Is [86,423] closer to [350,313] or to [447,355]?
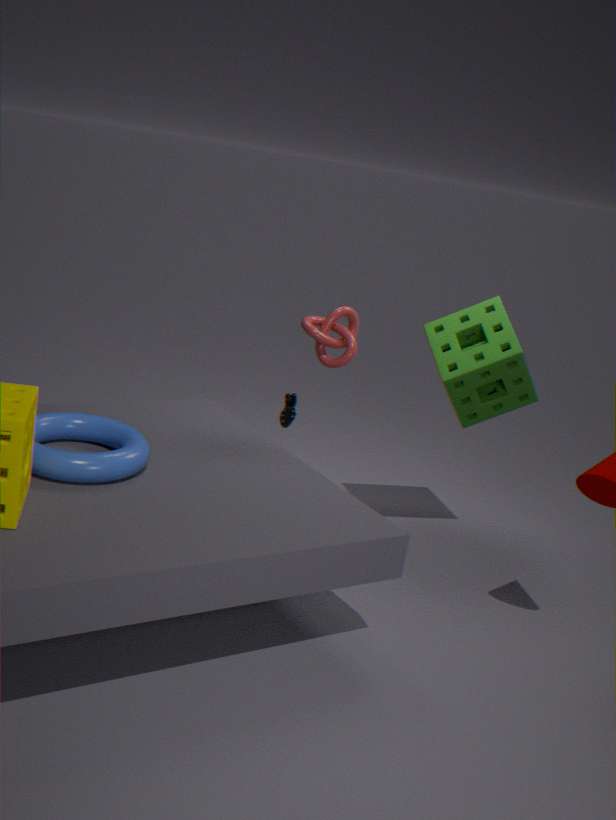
[350,313]
